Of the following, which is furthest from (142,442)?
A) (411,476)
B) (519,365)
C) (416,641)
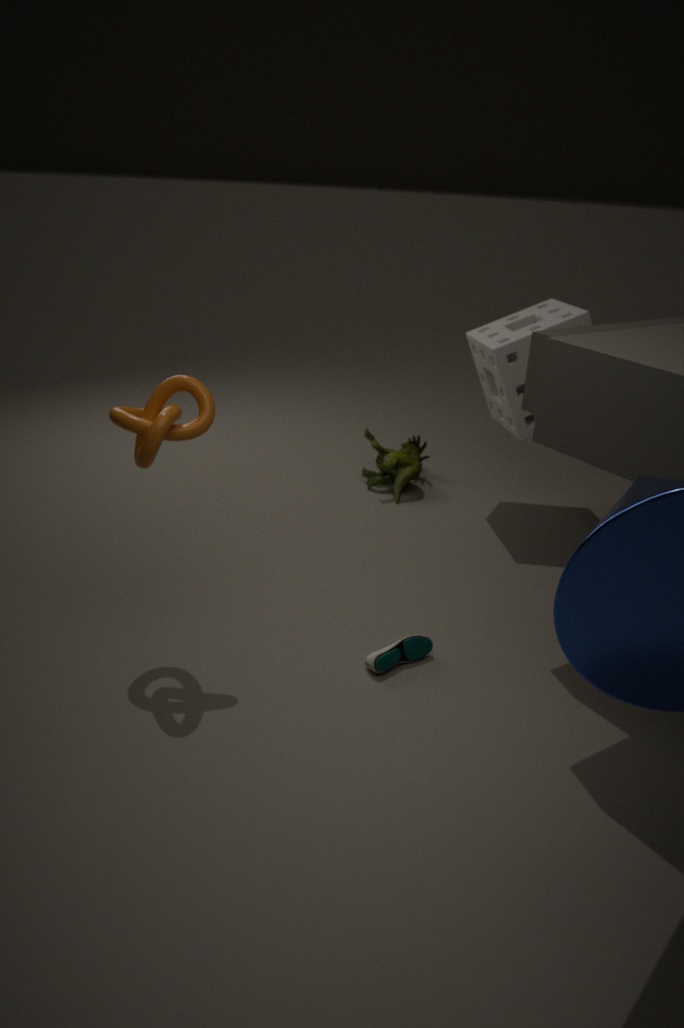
(519,365)
